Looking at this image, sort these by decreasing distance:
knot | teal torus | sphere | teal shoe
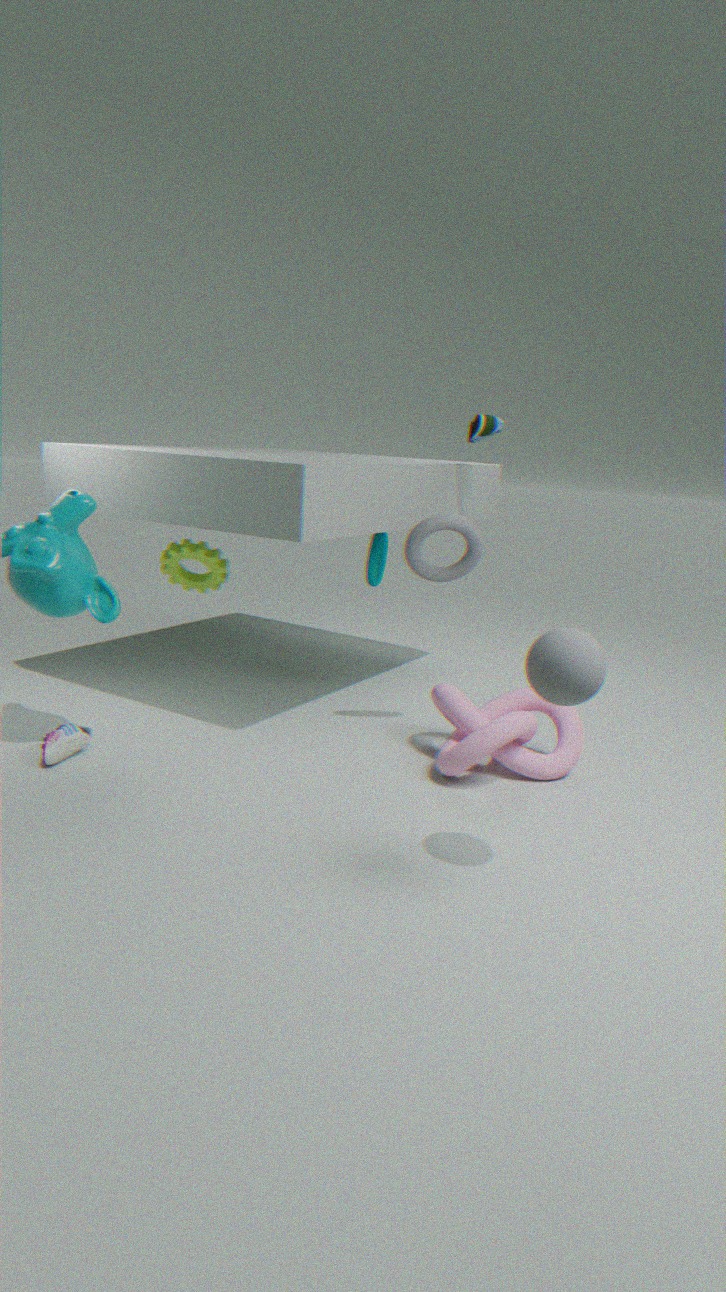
teal torus
teal shoe
knot
sphere
